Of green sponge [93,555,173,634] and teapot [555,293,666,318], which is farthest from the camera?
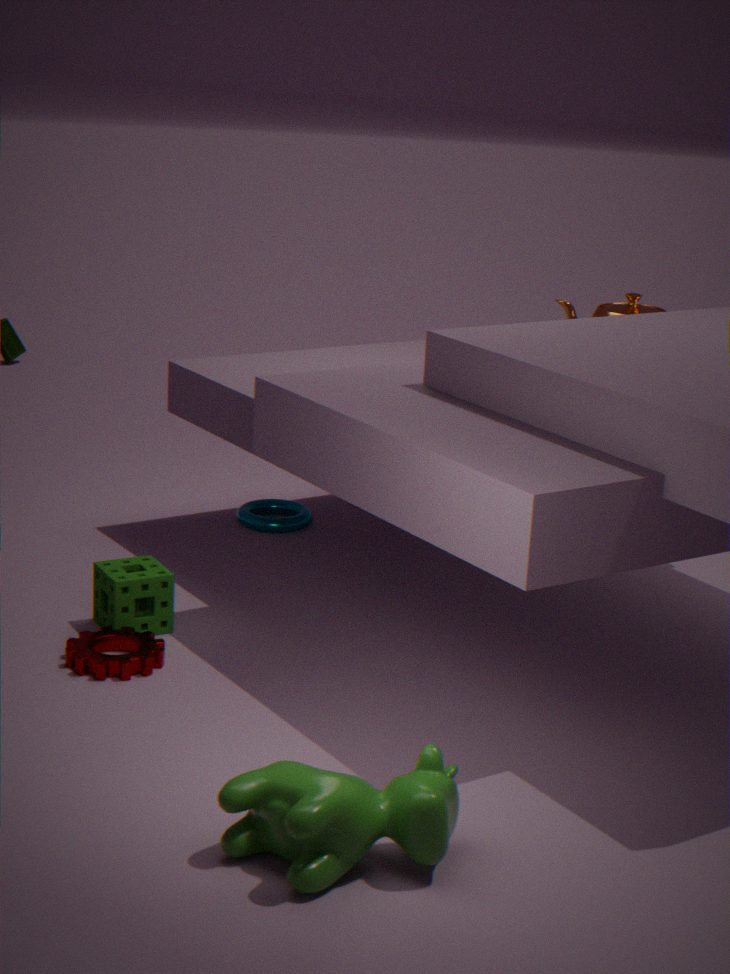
teapot [555,293,666,318]
